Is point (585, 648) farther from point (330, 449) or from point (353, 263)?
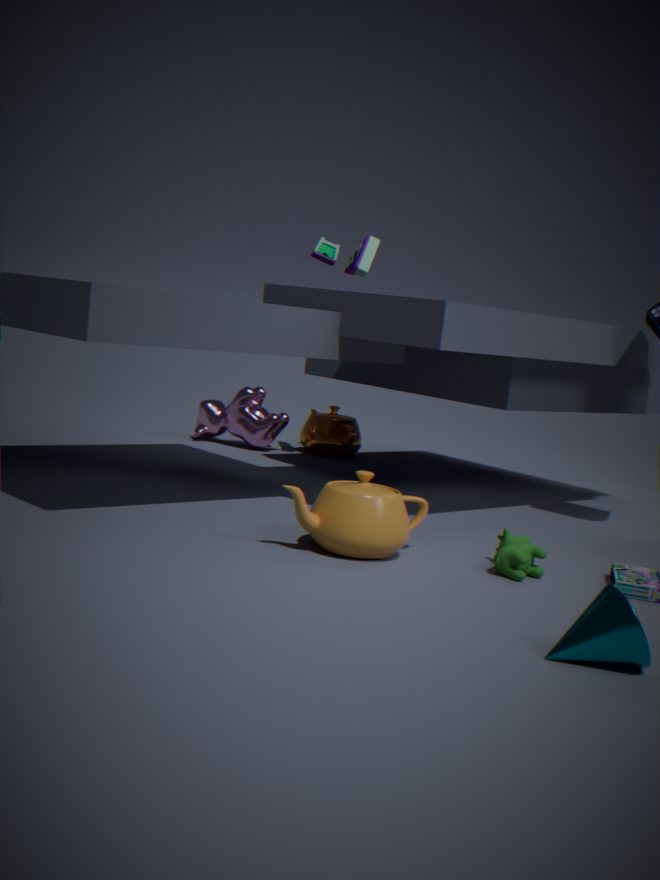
point (330, 449)
